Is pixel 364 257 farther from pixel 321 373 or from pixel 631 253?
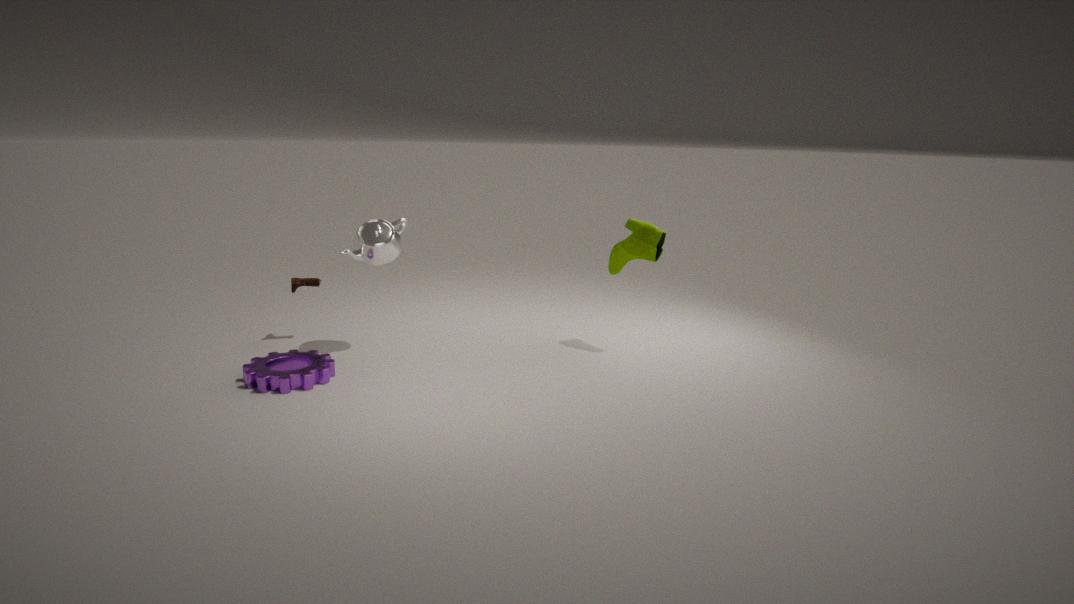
pixel 631 253
